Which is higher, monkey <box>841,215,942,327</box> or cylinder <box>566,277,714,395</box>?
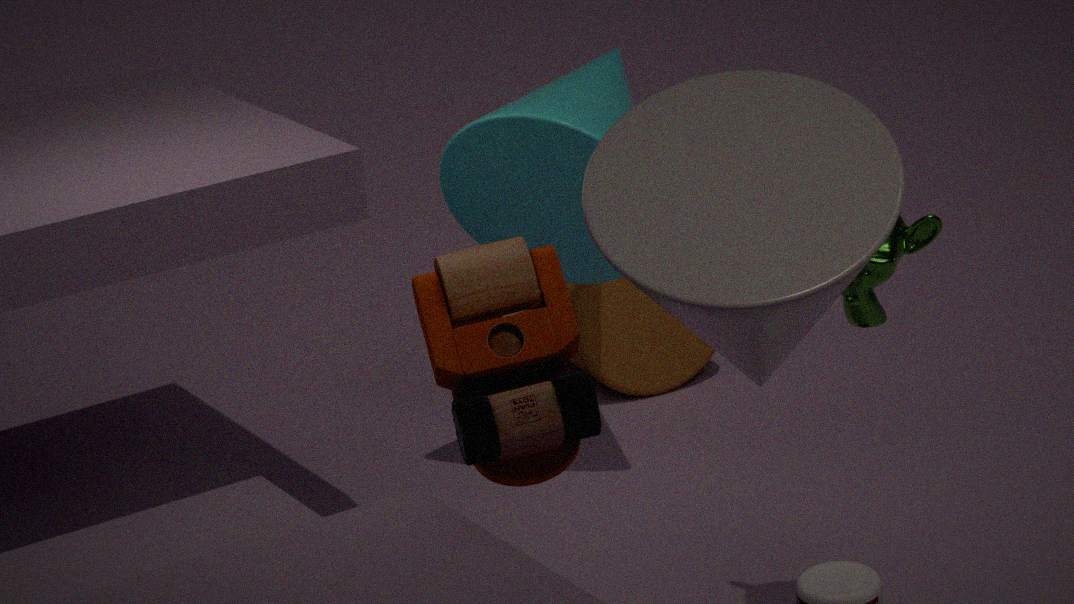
monkey <box>841,215,942,327</box>
